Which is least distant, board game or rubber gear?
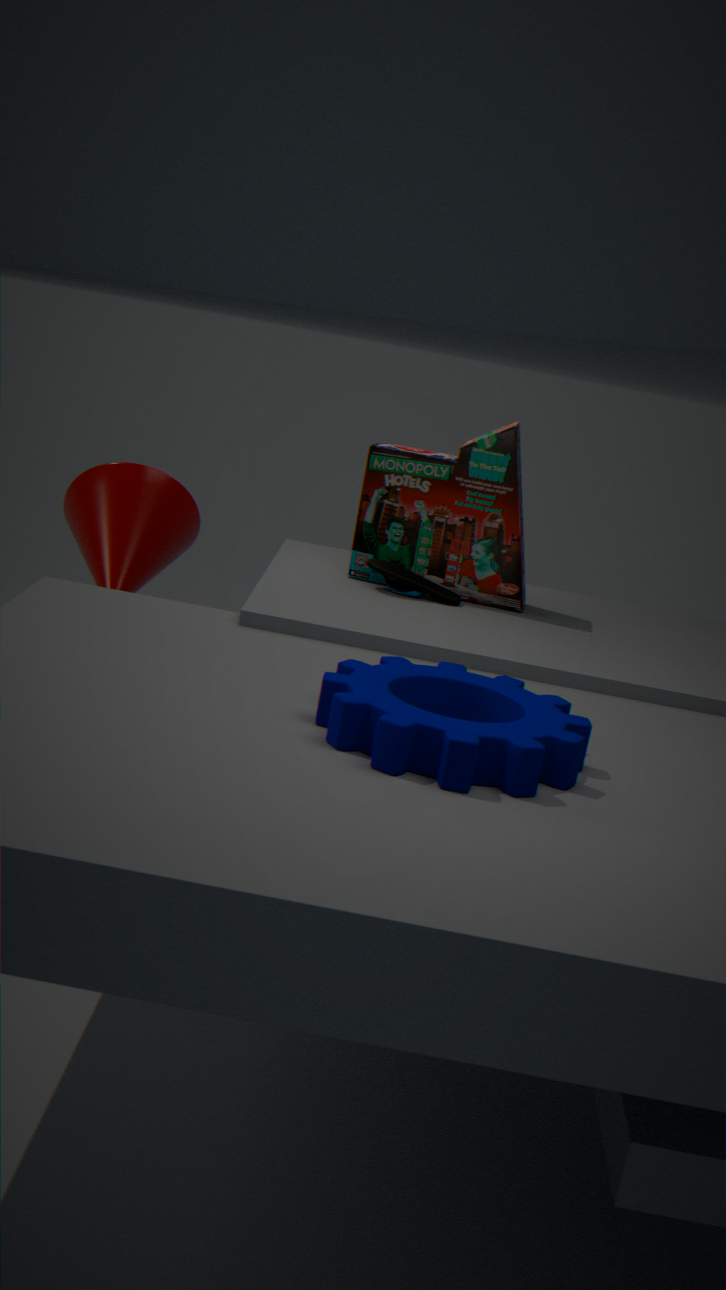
rubber gear
